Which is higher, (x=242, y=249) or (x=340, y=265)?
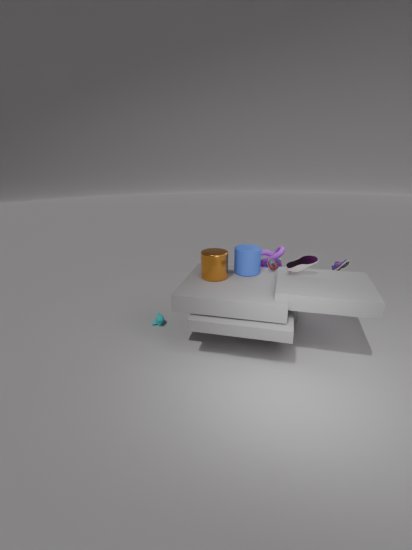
(x=242, y=249)
